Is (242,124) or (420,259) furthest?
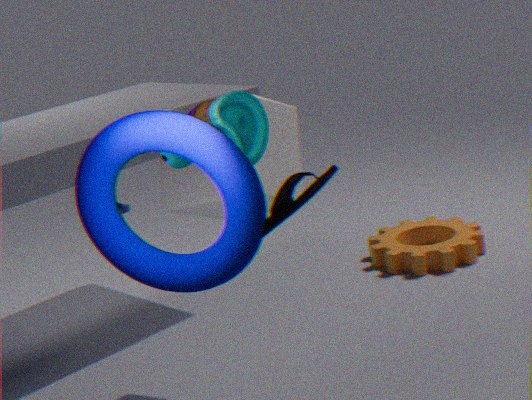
(420,259)
